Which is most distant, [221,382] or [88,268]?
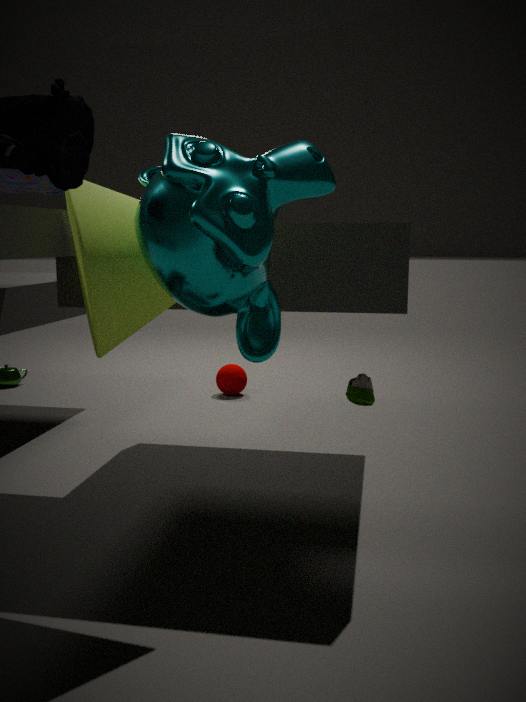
[221,382]
